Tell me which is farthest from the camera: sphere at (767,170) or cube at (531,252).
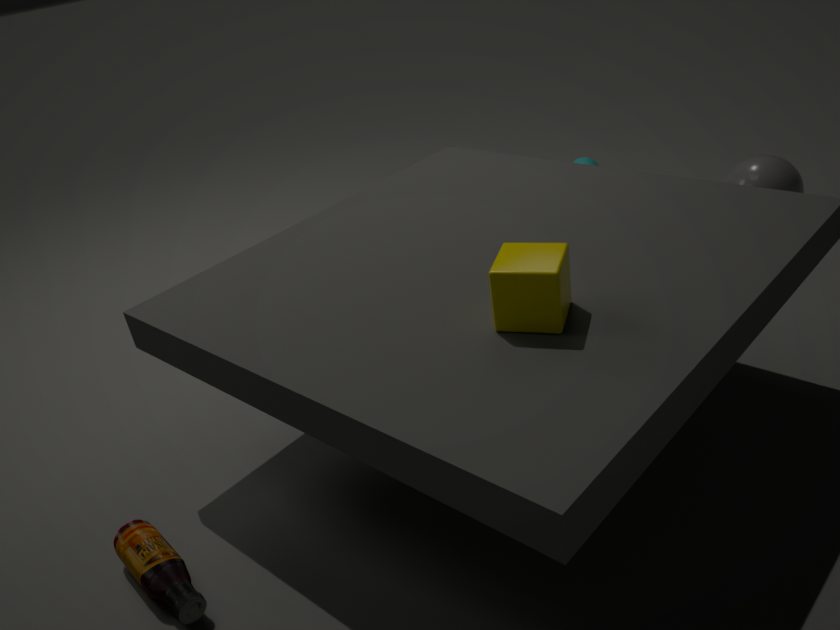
sphere at (767,170)
